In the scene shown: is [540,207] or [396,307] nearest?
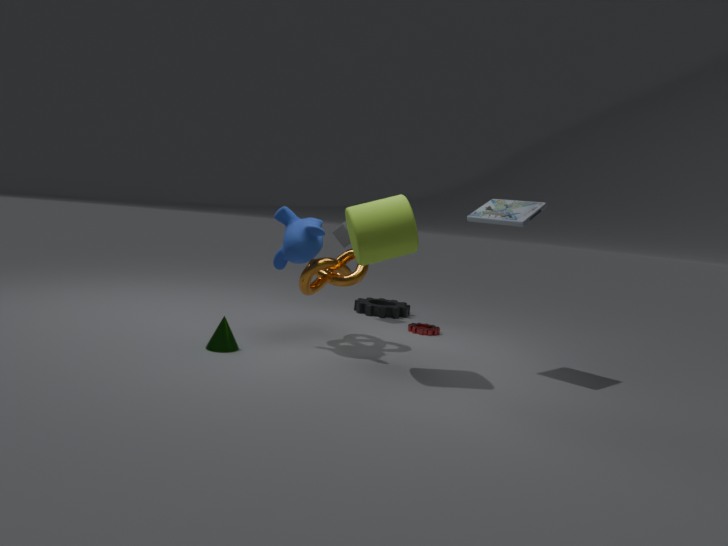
[540,207]
